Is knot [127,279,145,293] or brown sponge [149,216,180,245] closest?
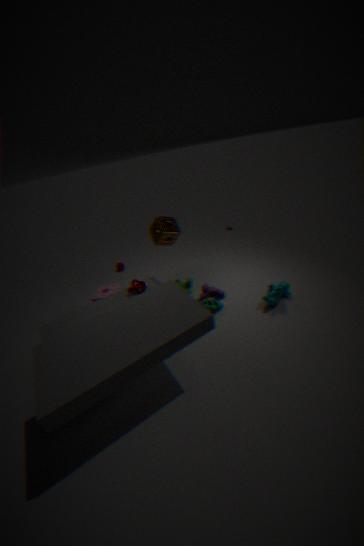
knot [127,279,145,293]
